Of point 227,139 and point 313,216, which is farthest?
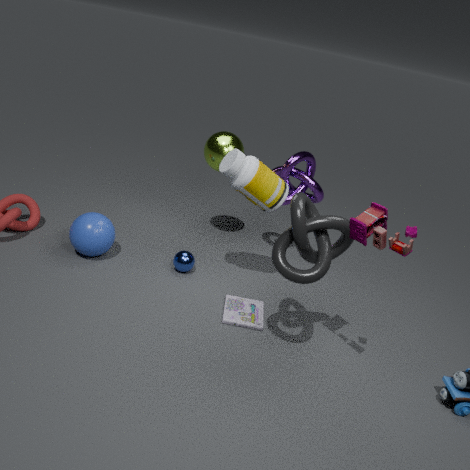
point 227,139
